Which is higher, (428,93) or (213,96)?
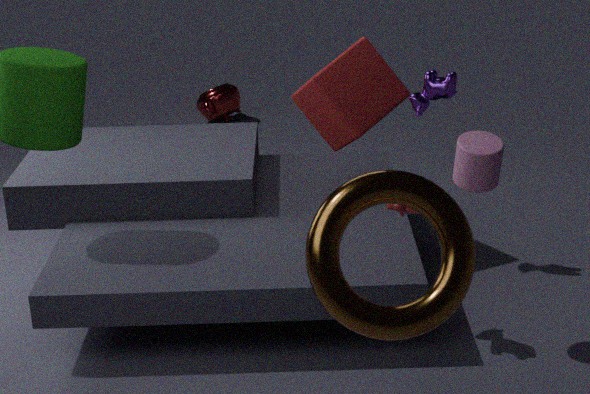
(428,93)
